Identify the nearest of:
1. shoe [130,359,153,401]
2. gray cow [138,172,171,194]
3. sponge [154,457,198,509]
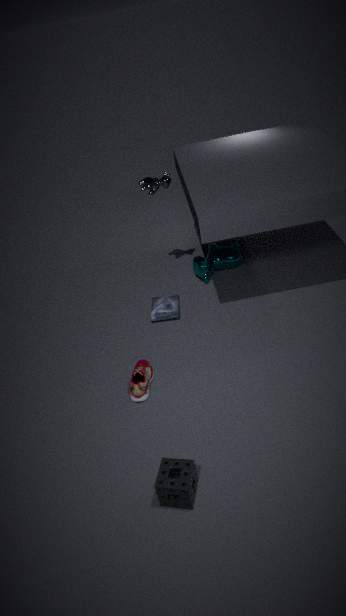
sponge [154,457,198,509]
